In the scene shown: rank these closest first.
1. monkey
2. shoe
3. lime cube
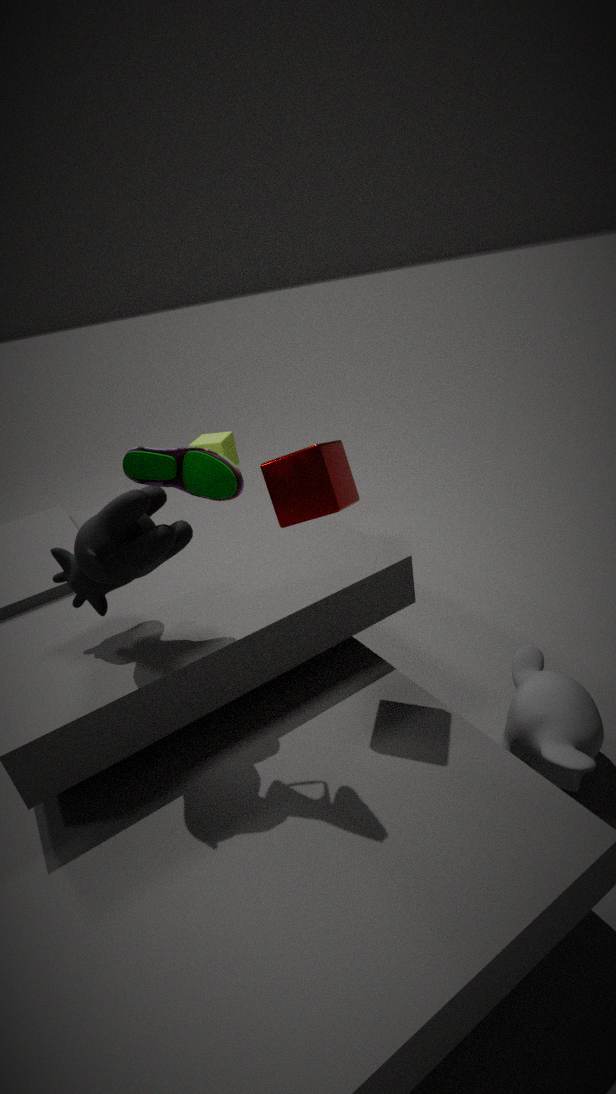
shoe < monkey < lime cube
